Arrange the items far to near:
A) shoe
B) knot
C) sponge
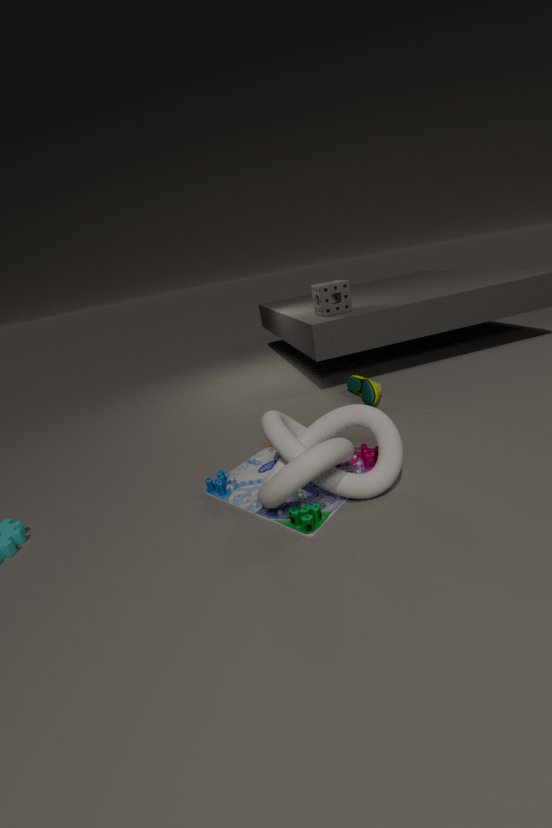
sponge
shoe
knot
